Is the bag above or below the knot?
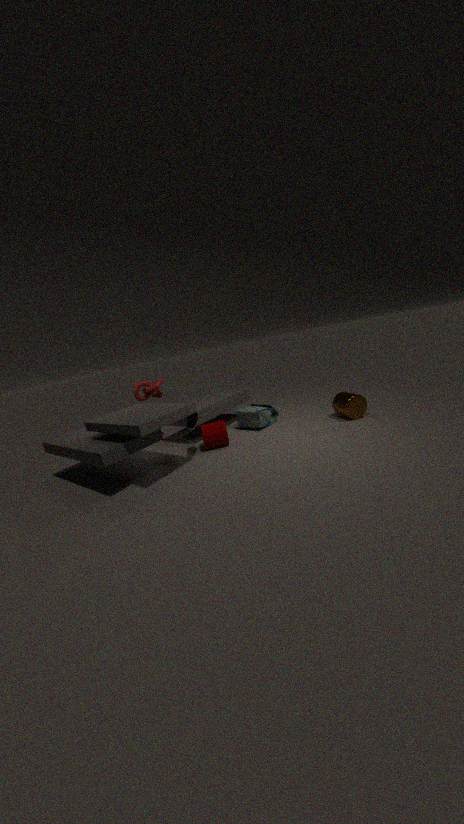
below
